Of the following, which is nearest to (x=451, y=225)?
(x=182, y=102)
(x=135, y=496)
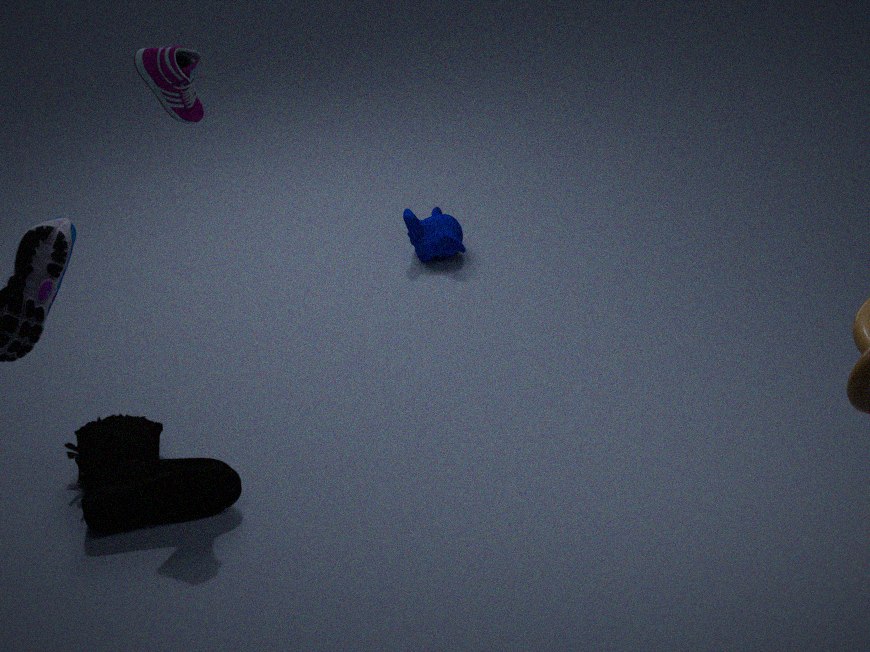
(x=182, y=102)
